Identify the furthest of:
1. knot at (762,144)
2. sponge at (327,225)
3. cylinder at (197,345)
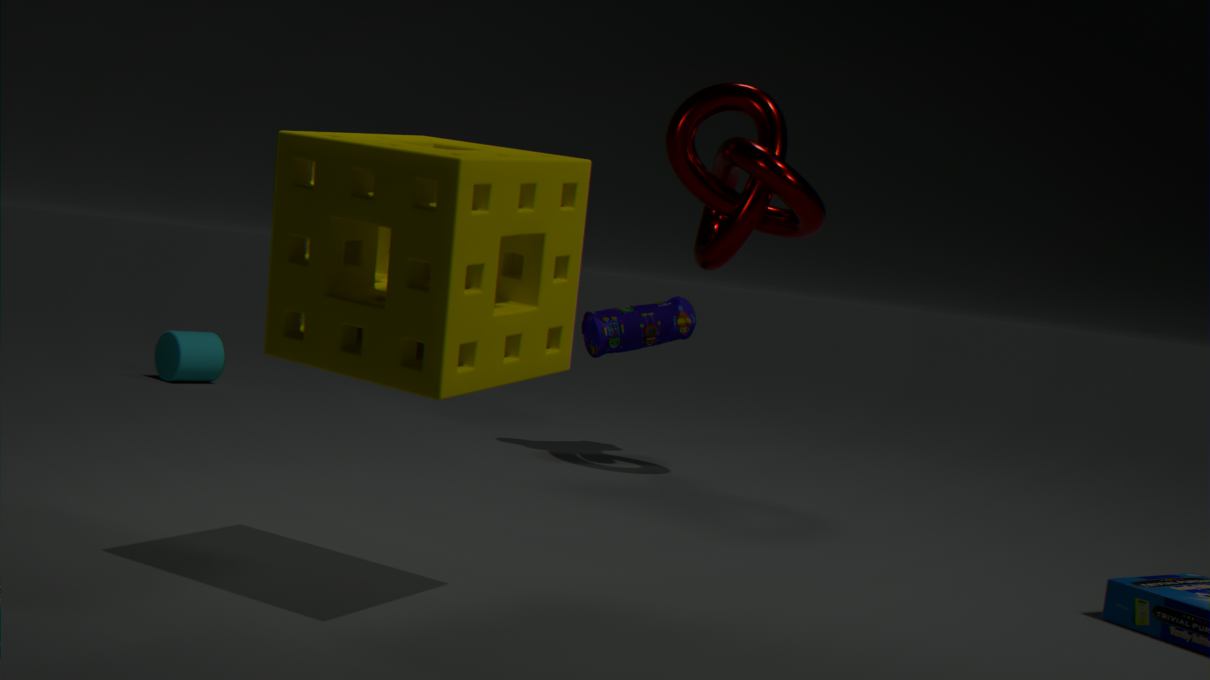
cylinder at (197,345)
